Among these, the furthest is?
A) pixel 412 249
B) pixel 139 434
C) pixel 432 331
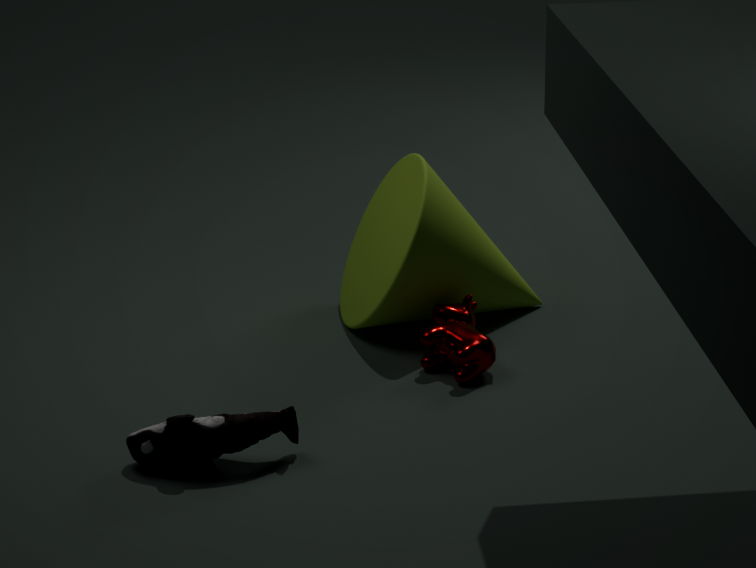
pixel 412 249
